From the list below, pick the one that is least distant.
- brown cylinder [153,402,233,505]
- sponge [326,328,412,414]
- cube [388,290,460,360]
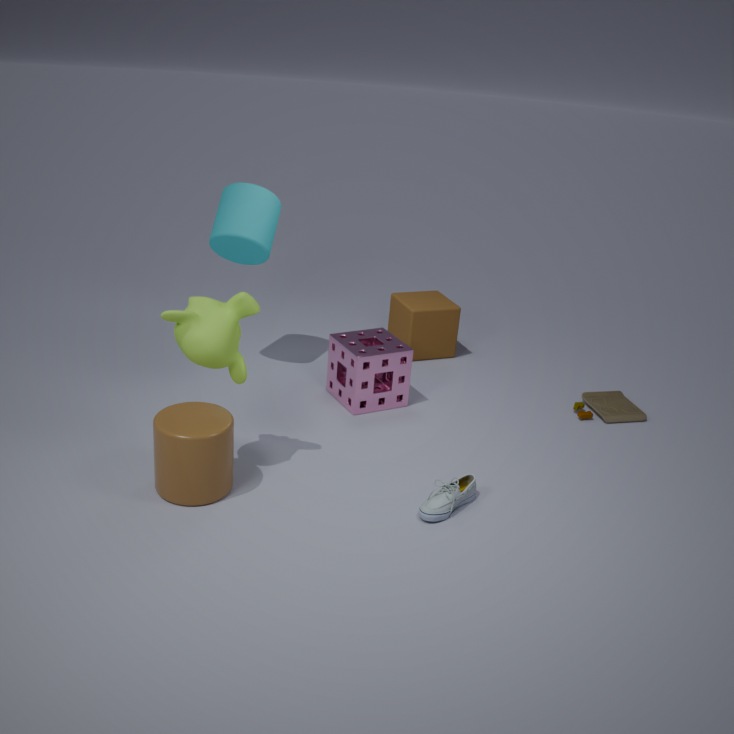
brown cylinder [153,402,233,505]
